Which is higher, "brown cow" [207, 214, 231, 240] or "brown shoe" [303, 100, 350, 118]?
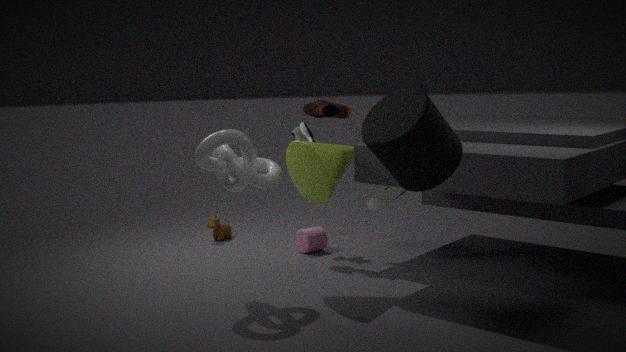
"brown shoe" [303, 100, 350, 118]
